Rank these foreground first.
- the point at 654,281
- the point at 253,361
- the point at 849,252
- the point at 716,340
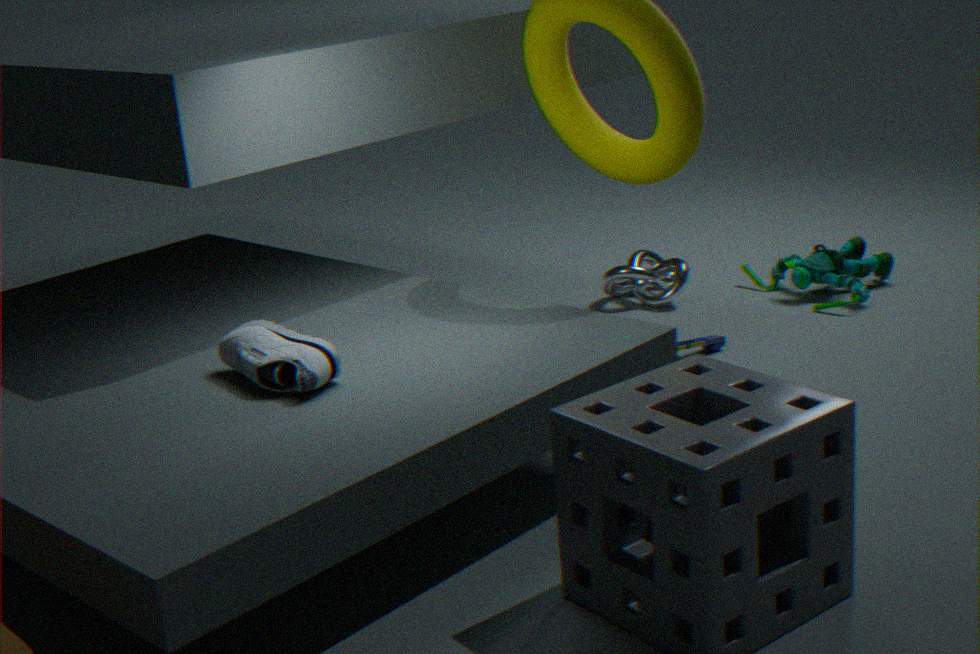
the point at 253,361 < the point at 716,340 < the point at 654,281 < the point at 849,252
